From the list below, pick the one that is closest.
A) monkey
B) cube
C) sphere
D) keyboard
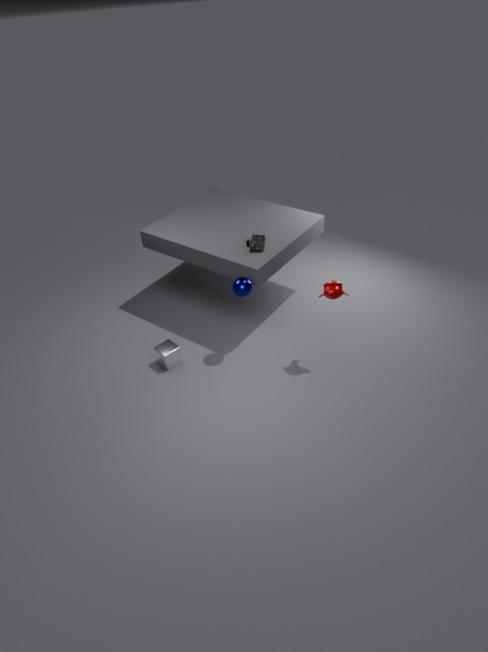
monkey
